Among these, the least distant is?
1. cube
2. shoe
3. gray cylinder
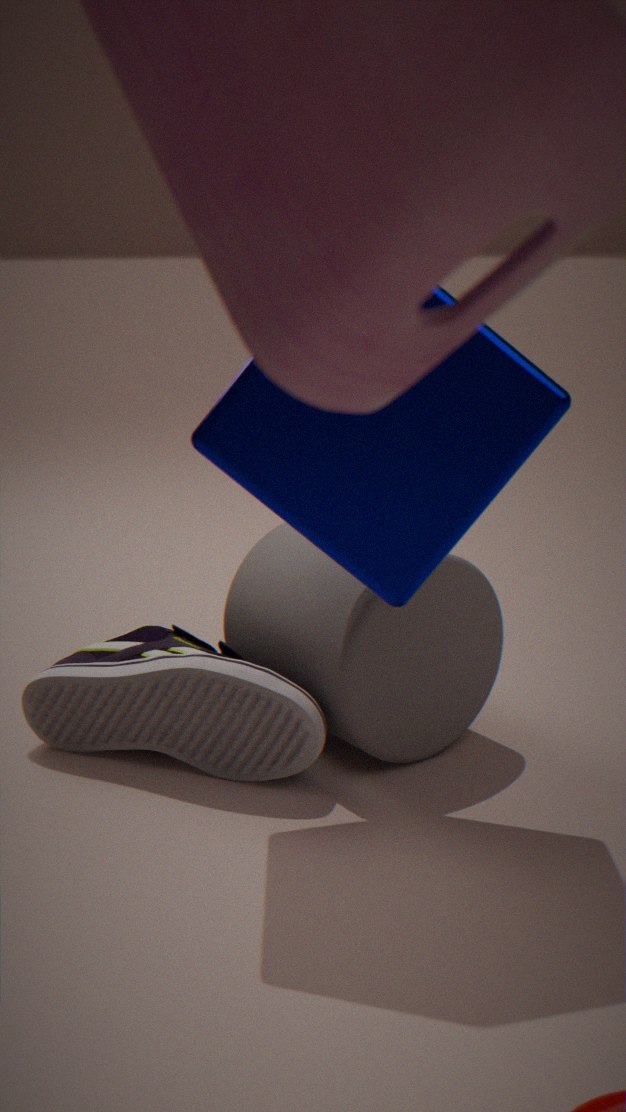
cube
